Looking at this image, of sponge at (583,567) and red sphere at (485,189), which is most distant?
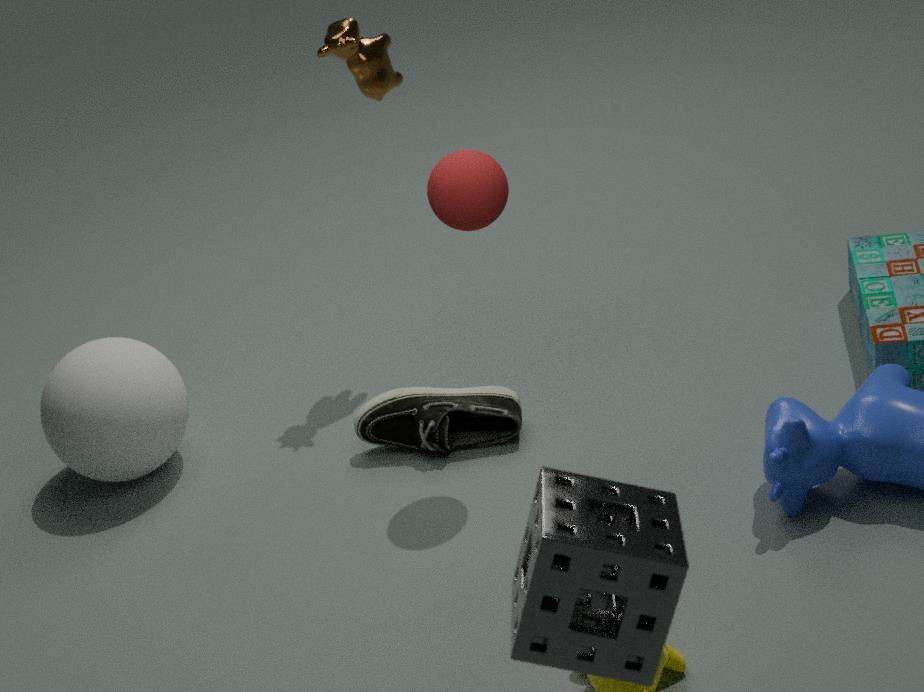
red sphere at (485,189)
